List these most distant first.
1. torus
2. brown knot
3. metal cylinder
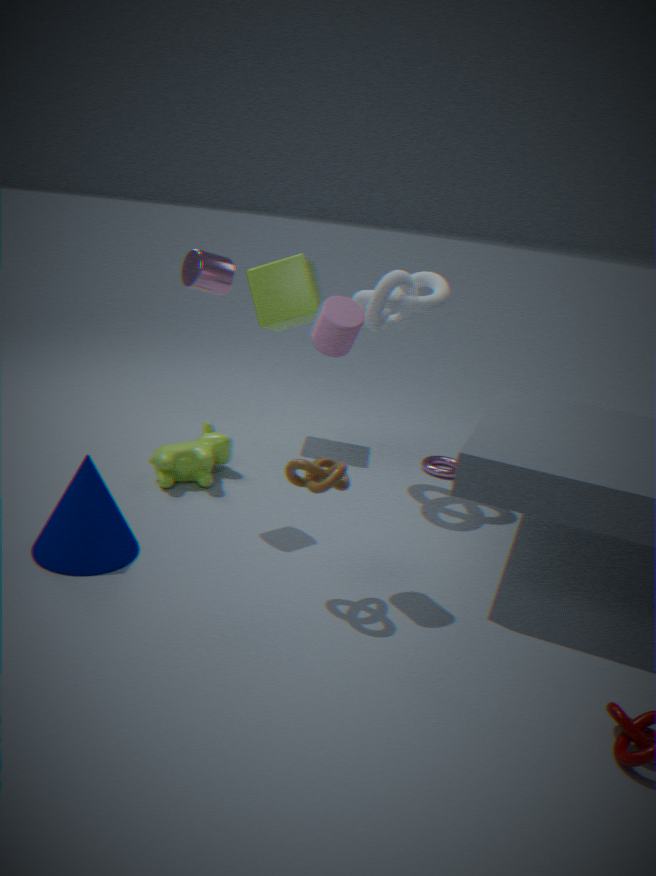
torus
metal cylinder
brown knot
